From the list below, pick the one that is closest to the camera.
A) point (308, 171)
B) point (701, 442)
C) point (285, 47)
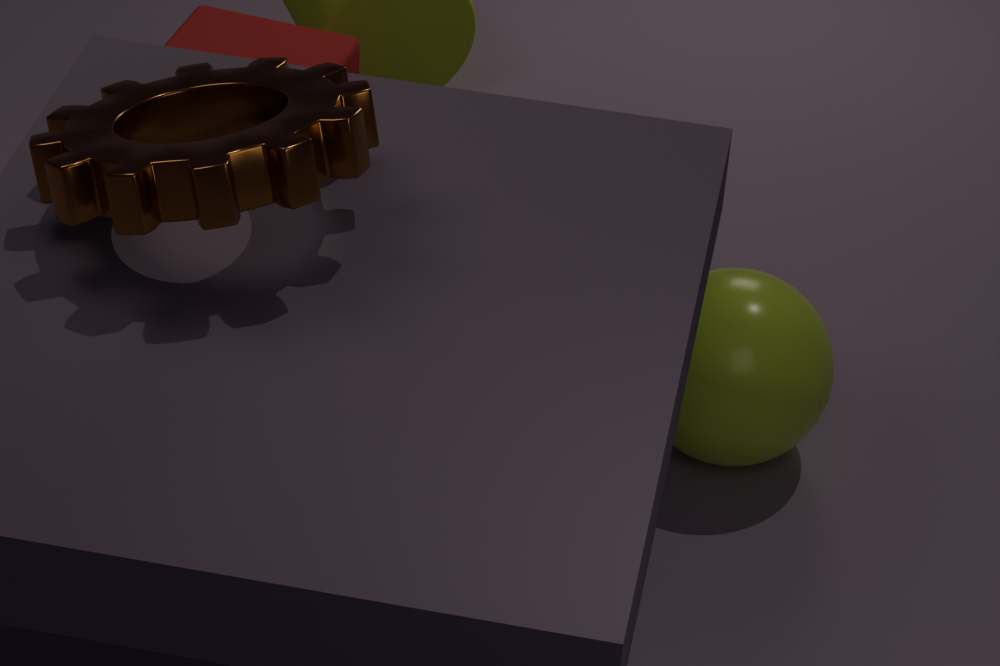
point (308, 171)
